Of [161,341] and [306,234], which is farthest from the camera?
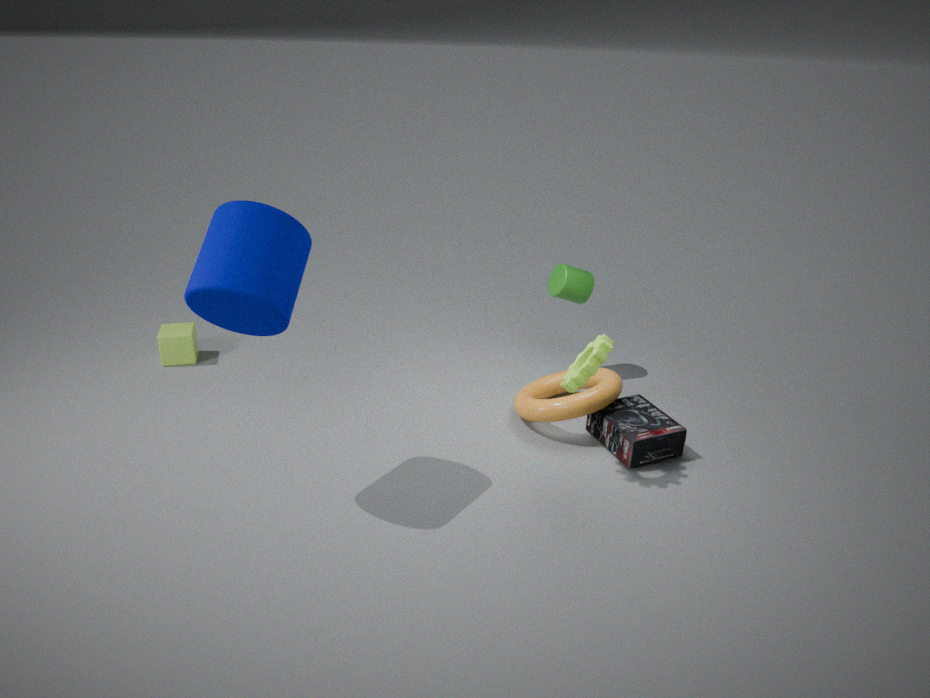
[161,341]
